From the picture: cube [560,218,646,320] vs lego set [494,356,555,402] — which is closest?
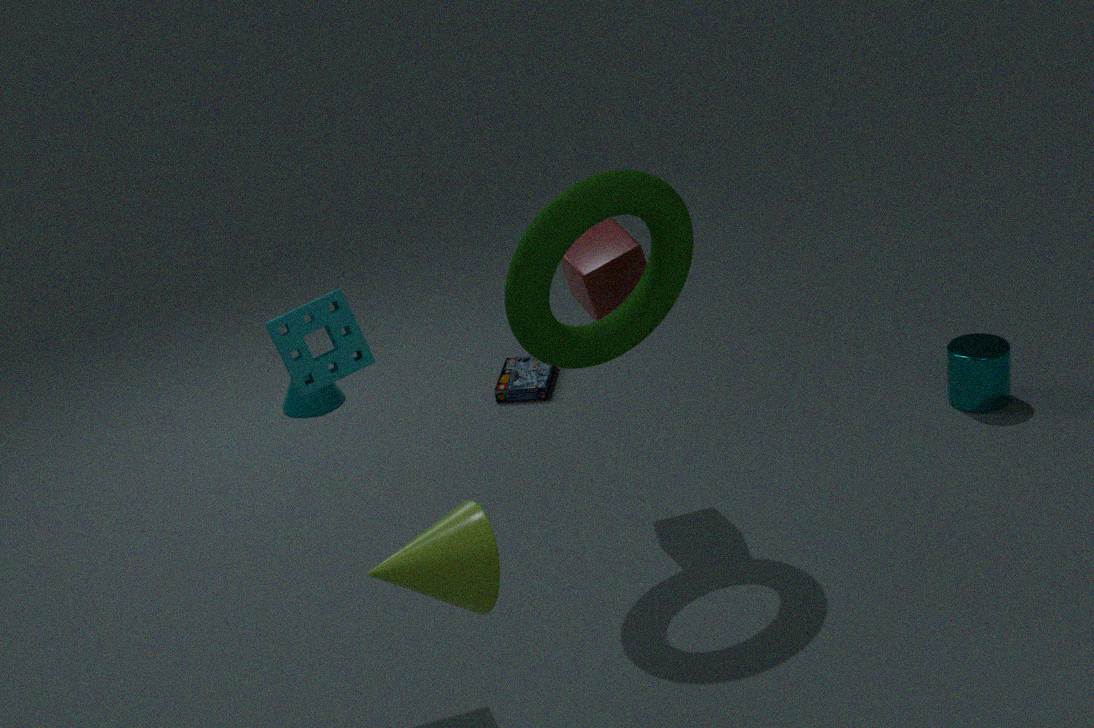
cube [560,218,646,320]
